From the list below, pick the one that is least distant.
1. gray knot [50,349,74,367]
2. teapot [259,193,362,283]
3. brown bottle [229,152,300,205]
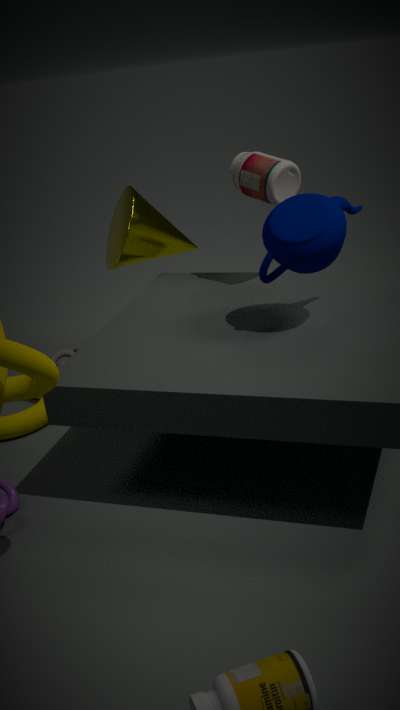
teapot [259,193,362,283]
